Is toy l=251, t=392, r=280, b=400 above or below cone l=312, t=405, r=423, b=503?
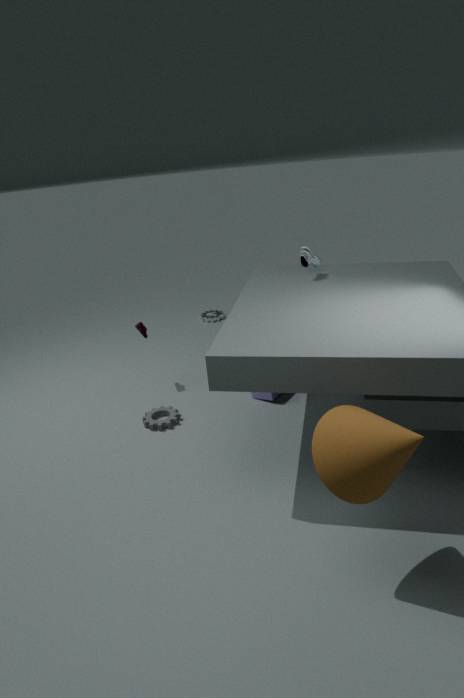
below
